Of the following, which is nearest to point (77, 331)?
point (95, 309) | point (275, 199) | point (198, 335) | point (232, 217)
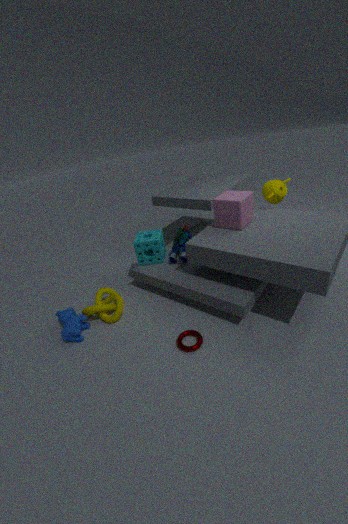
point (95, 309)
